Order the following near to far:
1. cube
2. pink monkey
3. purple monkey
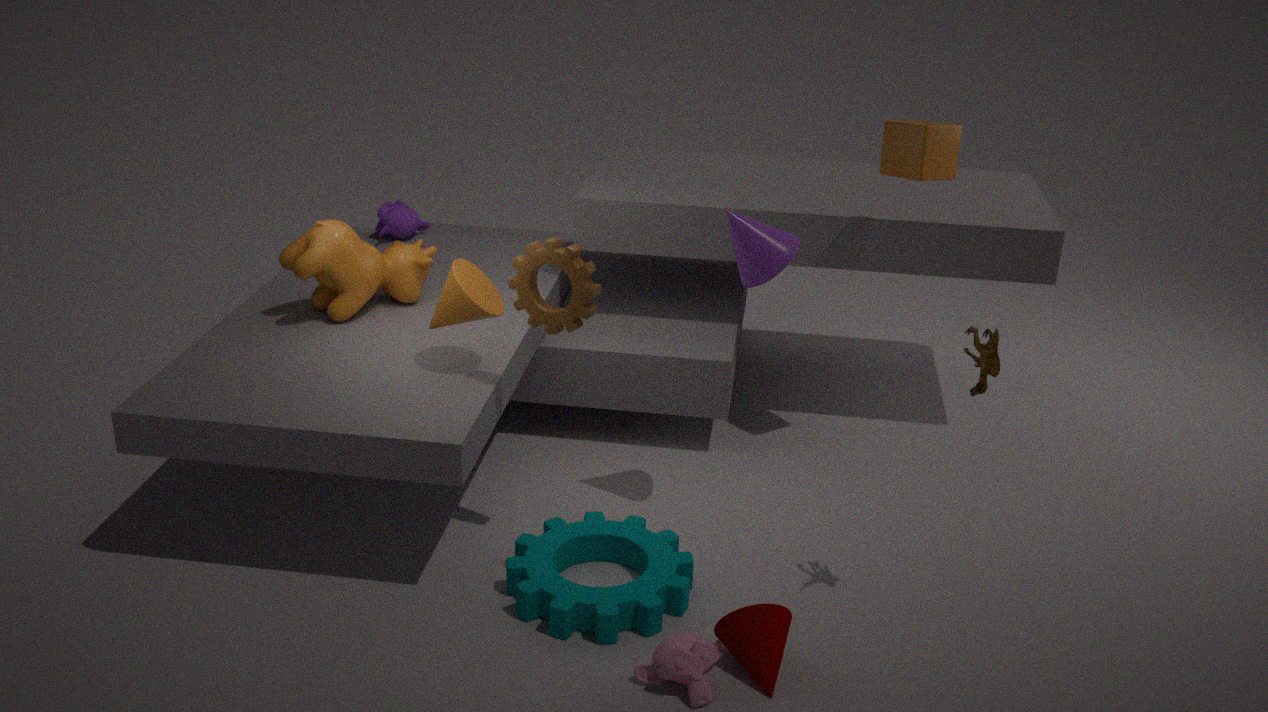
pink monkey, cube, purple monkey
